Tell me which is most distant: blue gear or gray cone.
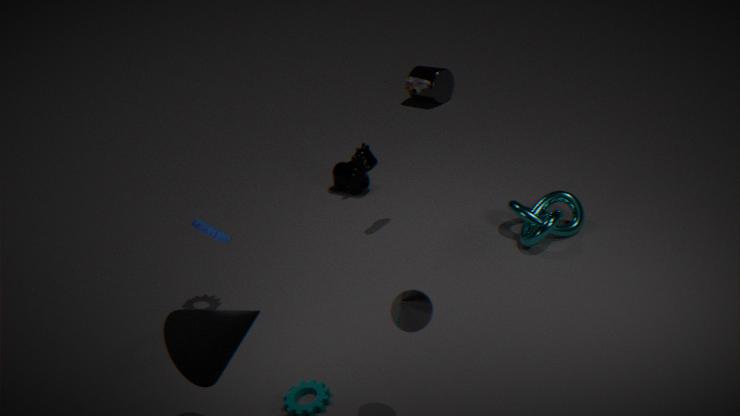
blue gear
